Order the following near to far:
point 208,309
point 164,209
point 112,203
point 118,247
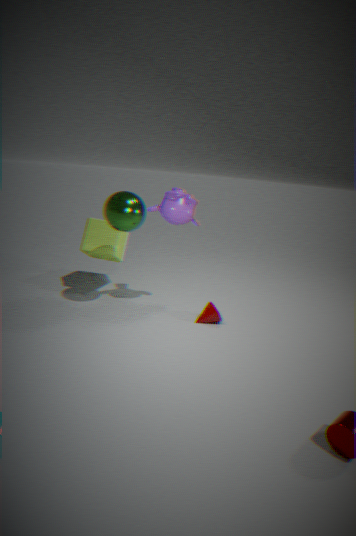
point 112,203
point 164,209
point 208,309
point 118,247
